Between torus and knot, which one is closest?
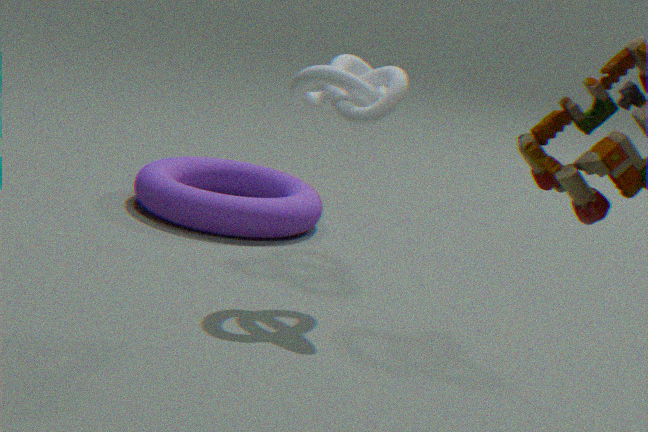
knot
